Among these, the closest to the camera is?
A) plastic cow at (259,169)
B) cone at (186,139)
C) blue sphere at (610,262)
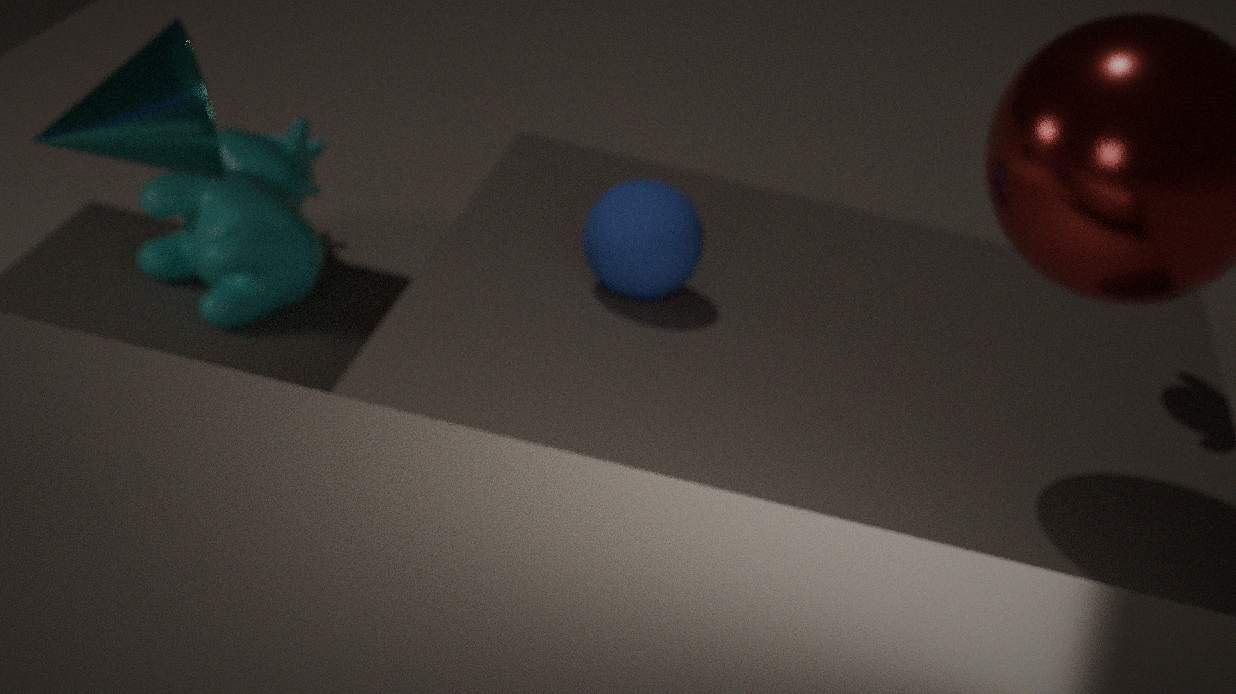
cone at (186,139)
